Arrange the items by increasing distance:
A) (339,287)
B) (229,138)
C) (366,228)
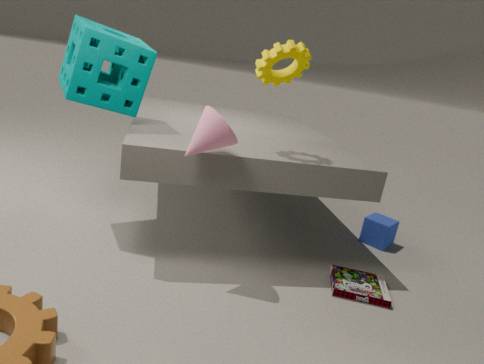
(229,138), (339,287), (366,228)
